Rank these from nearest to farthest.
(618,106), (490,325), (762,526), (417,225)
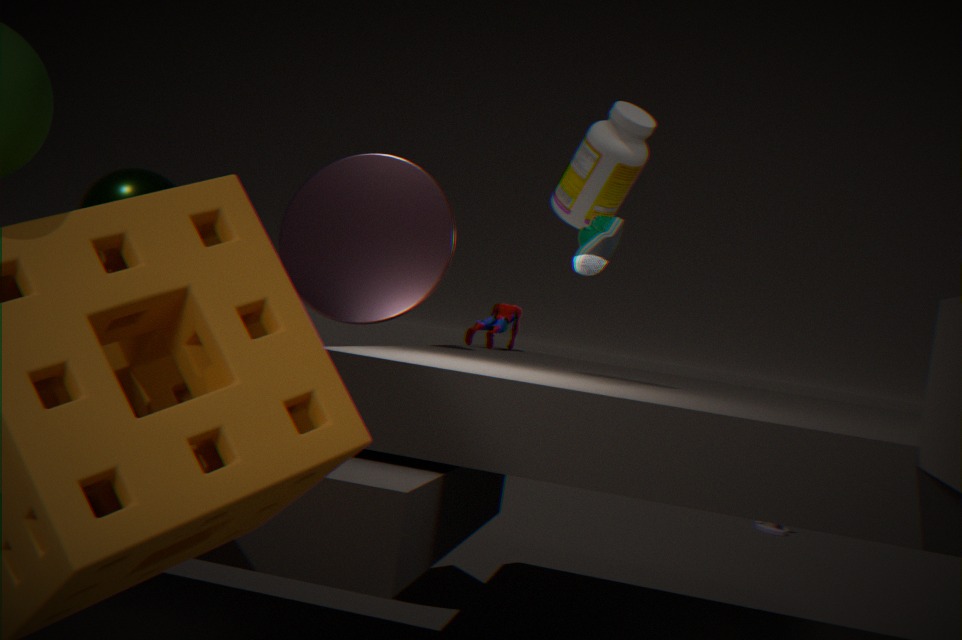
(618,106) < (417,225) < (490,325) < (762,526)
